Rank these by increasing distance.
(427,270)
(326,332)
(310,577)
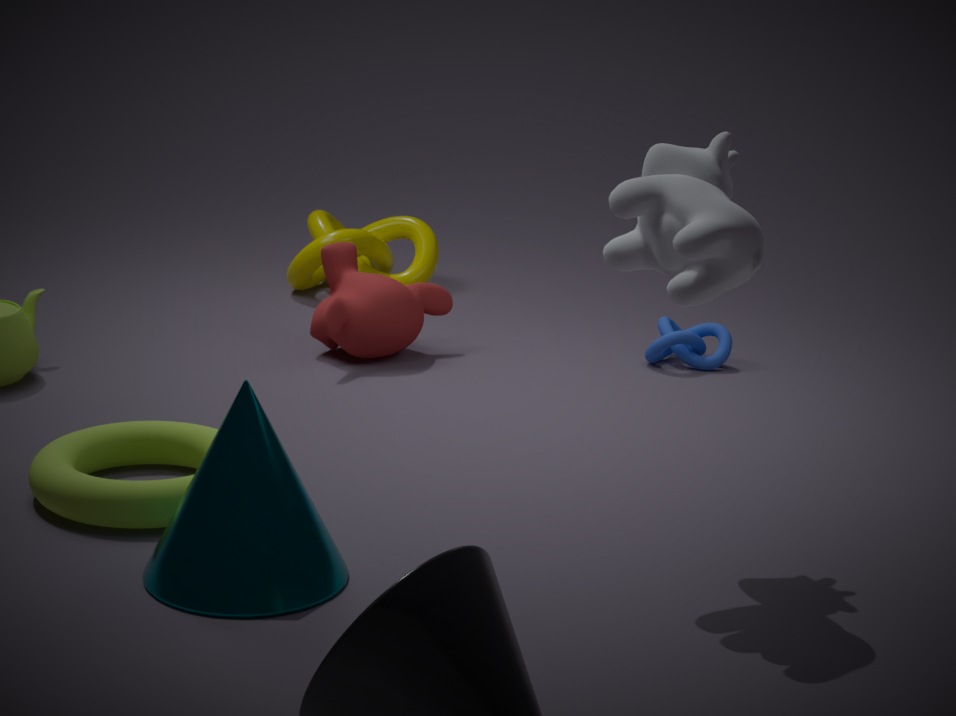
(310,577)
(326,332)
(427,270)
